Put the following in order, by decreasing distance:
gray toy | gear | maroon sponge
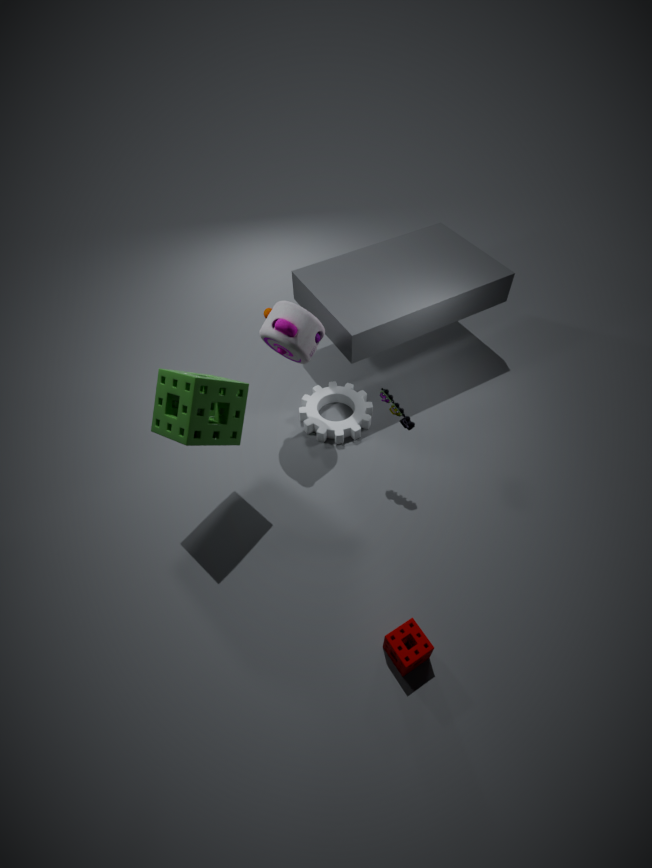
gear
gray toy
maroon sponge
